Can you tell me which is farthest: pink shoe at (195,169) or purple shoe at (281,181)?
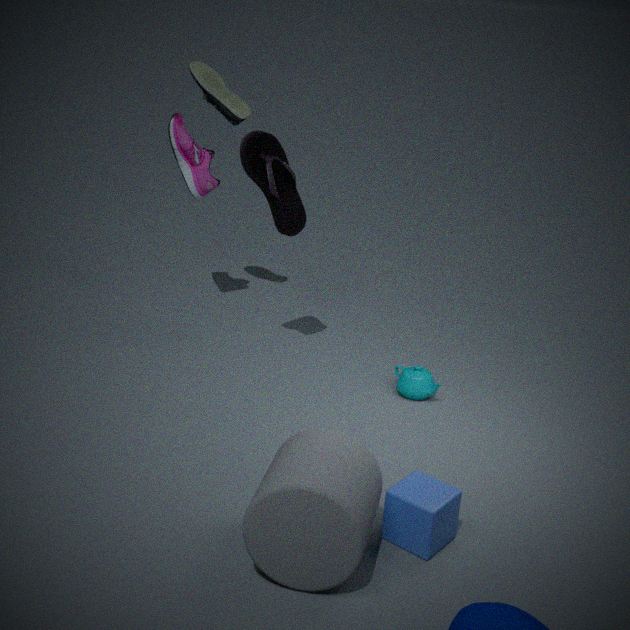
pink shoe at (195,169)
